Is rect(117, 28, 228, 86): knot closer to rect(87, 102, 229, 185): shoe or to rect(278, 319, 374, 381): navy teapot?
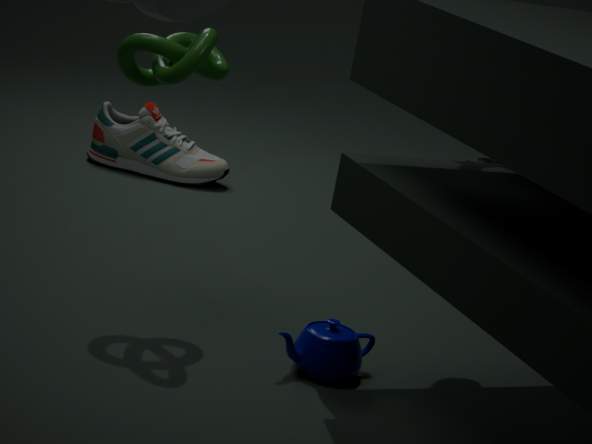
rect(278, 319, 374, 381): navy teapot
